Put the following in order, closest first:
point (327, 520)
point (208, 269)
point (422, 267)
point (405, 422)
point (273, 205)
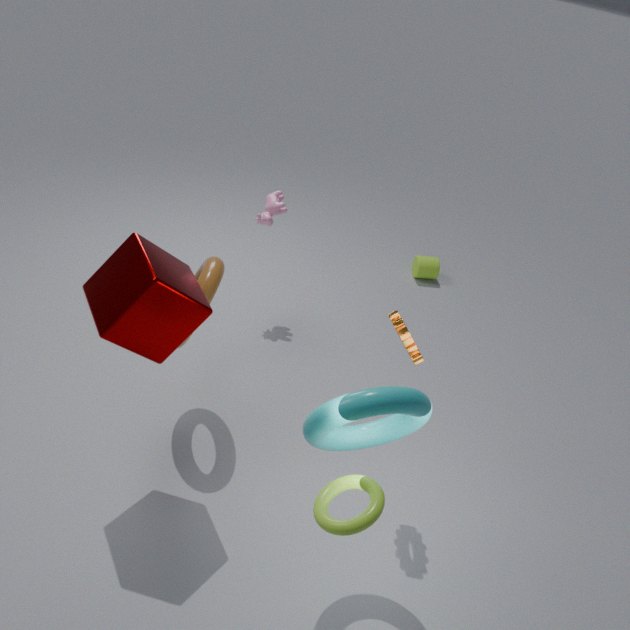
point (327, 520), point (405, 422), point (208, 269), point (273, 205), point (422, 267)
